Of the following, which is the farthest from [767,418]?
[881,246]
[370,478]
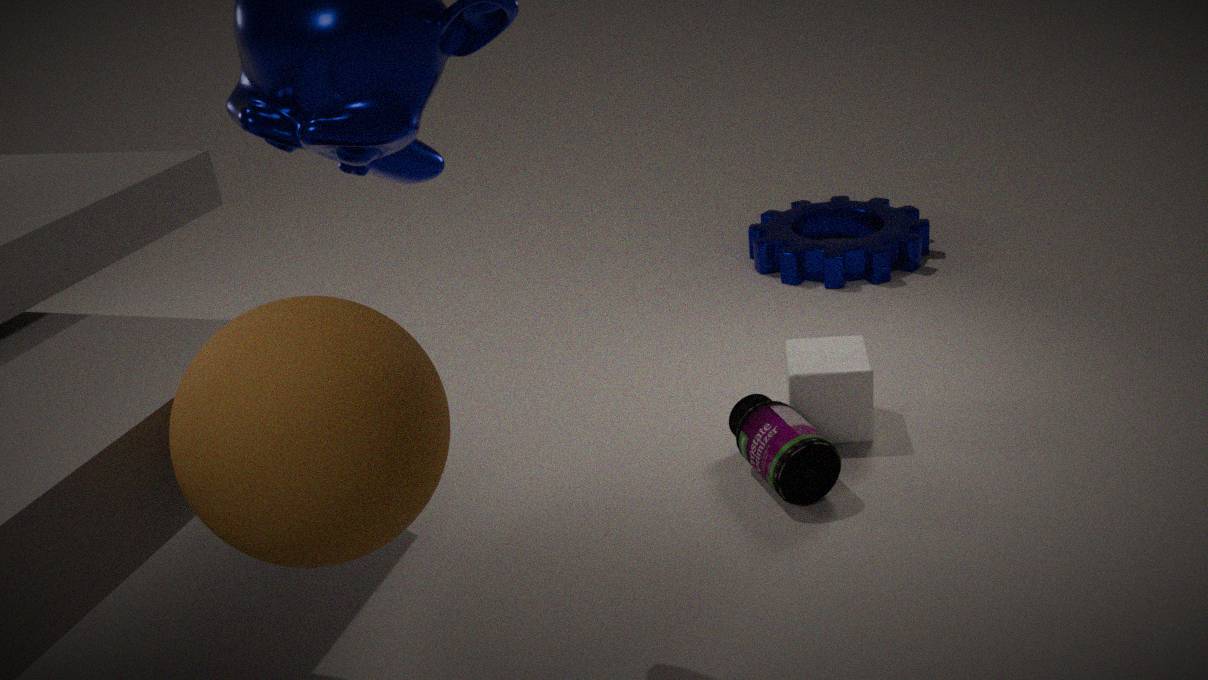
[881,246]
